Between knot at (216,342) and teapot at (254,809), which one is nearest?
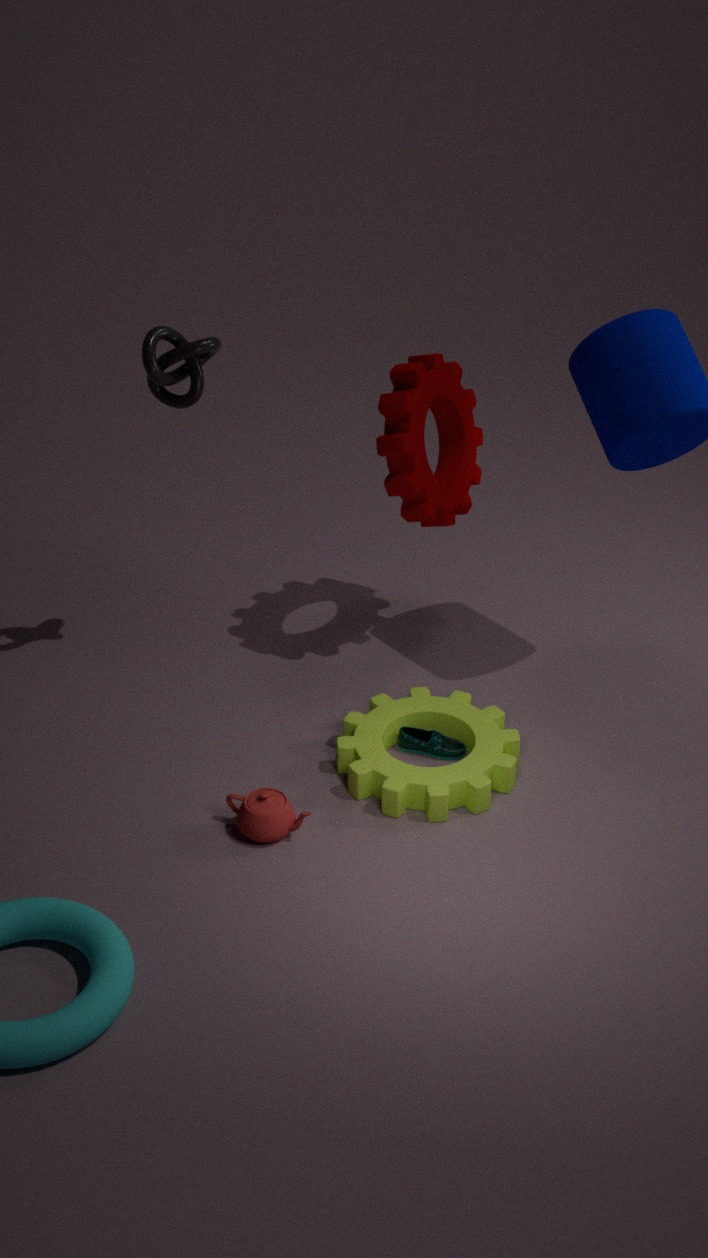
teapot at (254,809)
